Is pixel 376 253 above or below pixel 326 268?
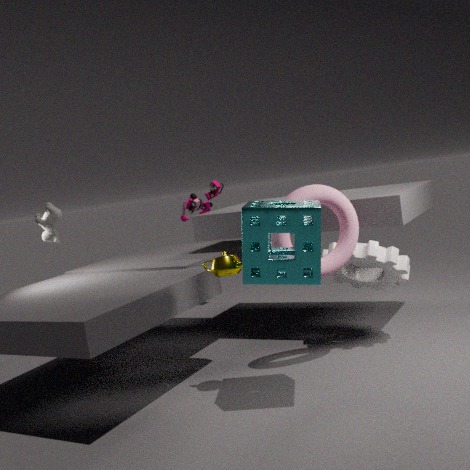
below
